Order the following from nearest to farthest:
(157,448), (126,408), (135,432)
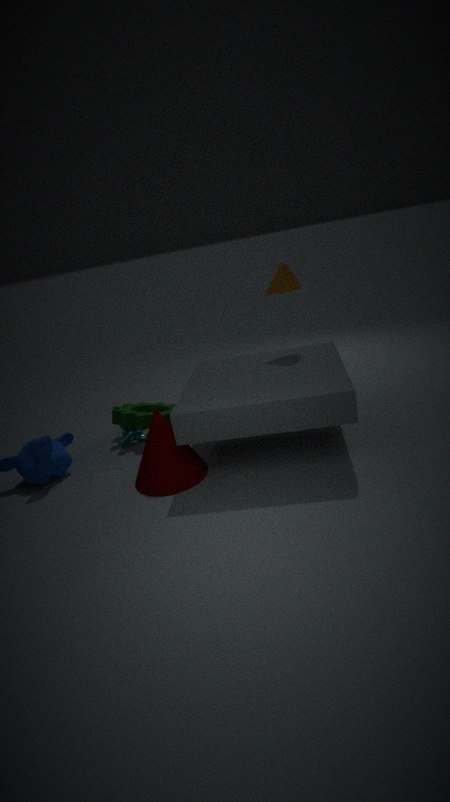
(157,448)
(135,432)
(126,408)
